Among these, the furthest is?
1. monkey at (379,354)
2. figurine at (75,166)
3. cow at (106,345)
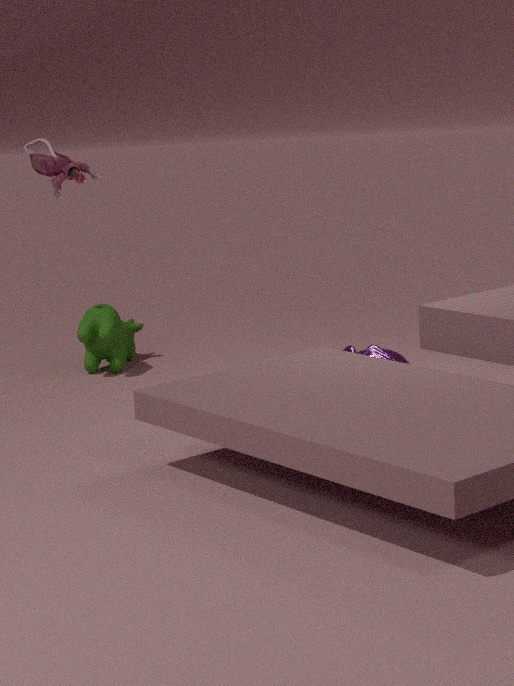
cow at (106,345)
